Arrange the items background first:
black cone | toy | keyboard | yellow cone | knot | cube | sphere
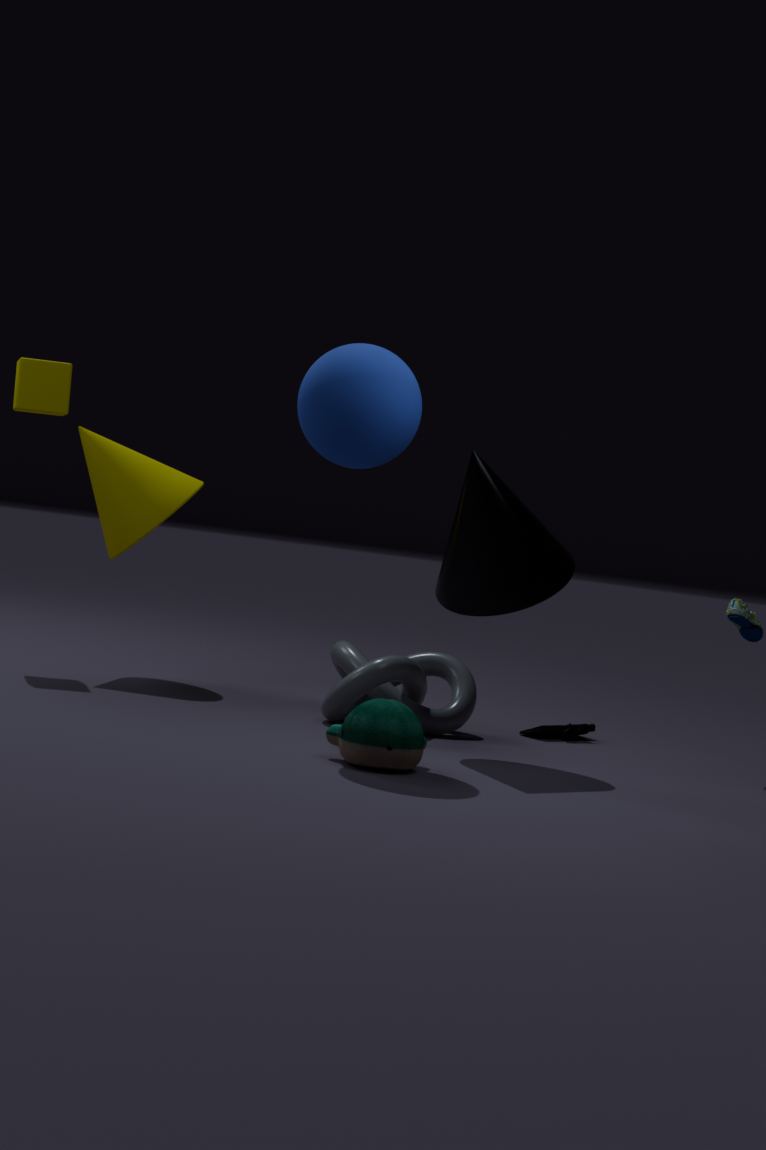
1. cube
2. yellow cone
3. keyboard
4. knot
5. black cone
6. sphere
7. toy
